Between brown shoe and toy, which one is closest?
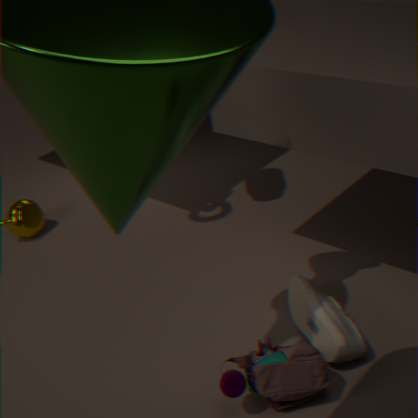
toy
